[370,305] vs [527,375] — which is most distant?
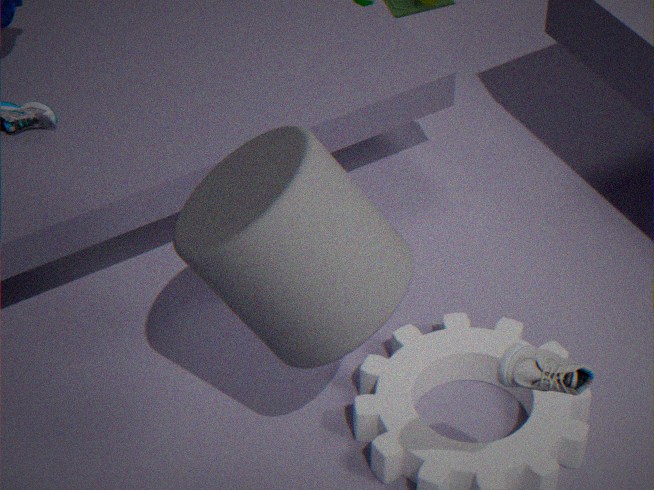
[370,305]
